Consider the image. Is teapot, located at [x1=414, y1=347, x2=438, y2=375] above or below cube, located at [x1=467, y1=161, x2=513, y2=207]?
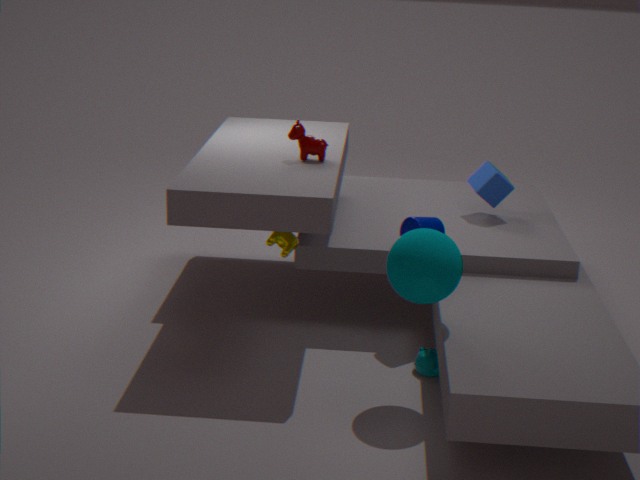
below
